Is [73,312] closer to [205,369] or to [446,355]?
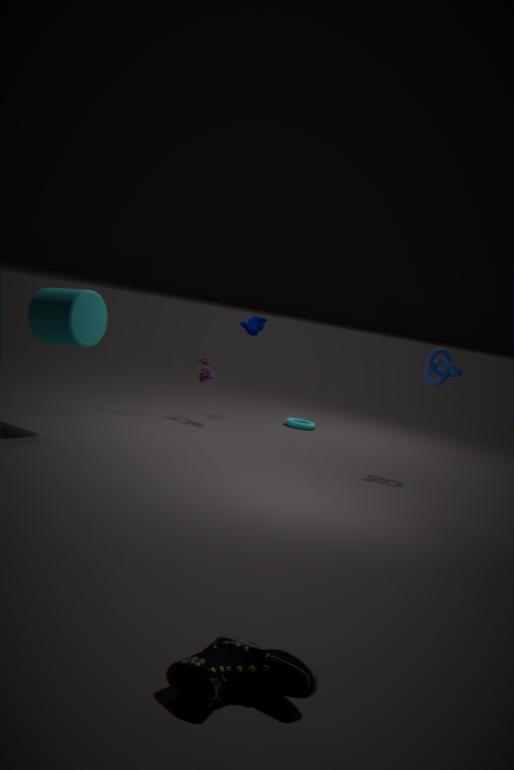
[205,369]
